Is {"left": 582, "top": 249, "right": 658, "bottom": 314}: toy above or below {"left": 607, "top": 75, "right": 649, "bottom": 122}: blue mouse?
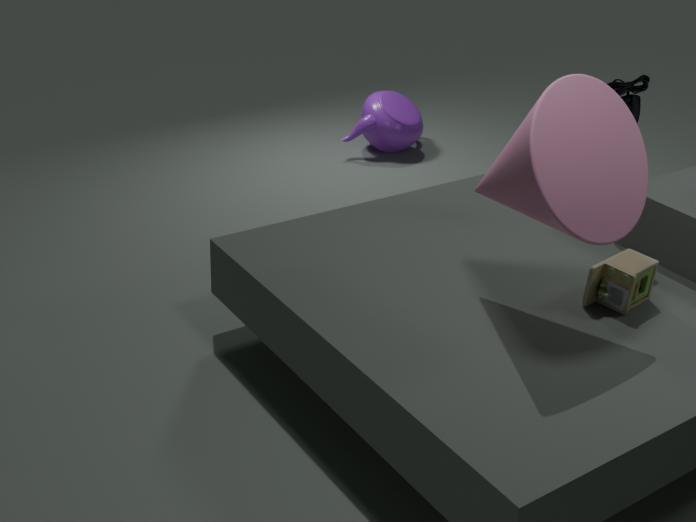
below
